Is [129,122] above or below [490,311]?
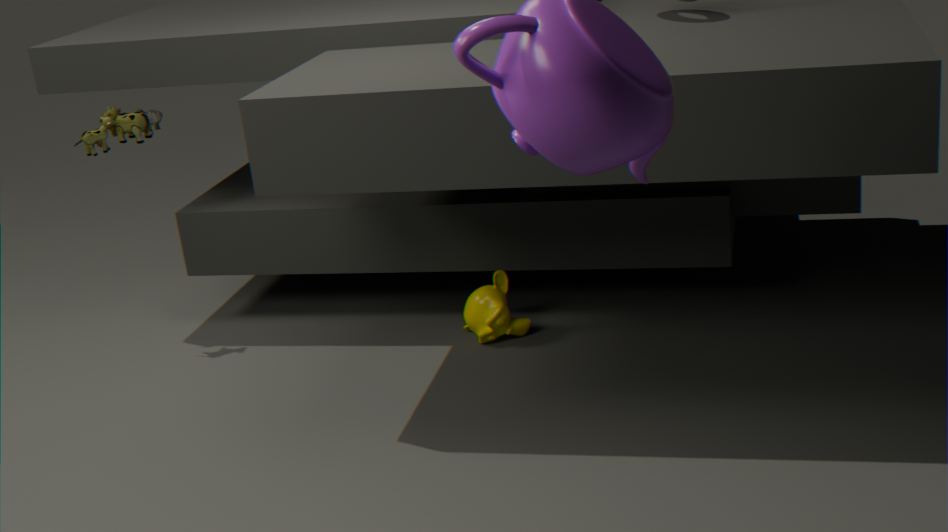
above
